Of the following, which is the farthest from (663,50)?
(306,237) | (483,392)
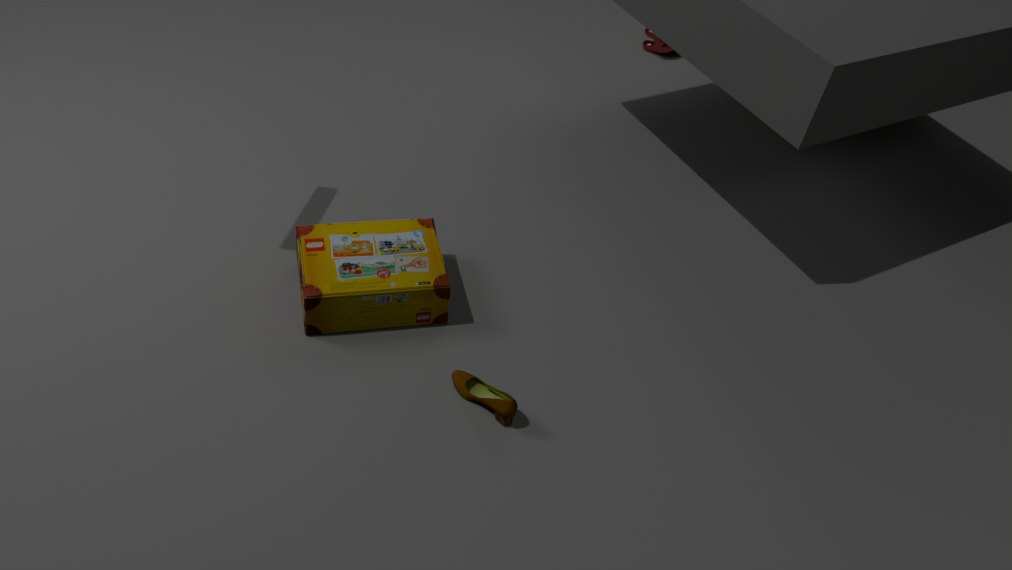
(483,392)
